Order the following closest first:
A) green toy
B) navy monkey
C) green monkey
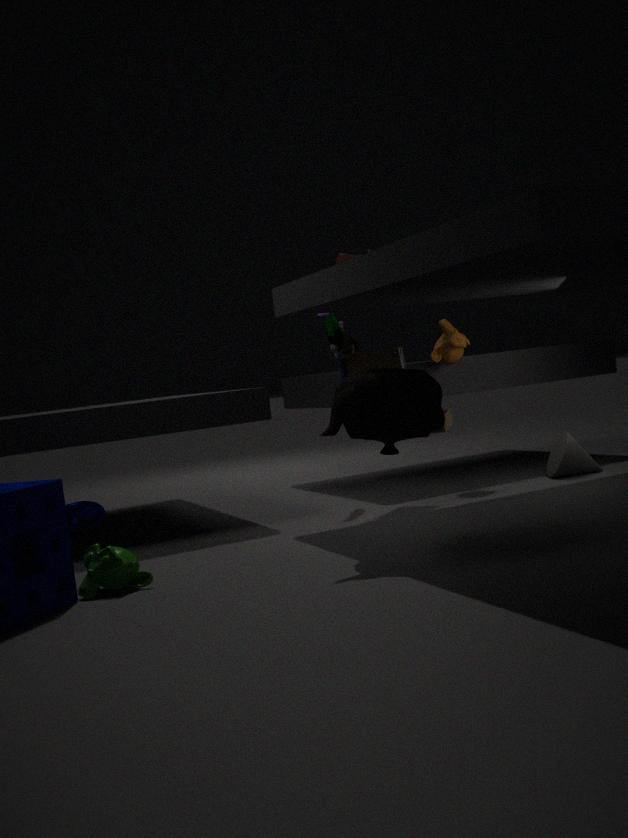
green monkey
navy monkey
green toy
